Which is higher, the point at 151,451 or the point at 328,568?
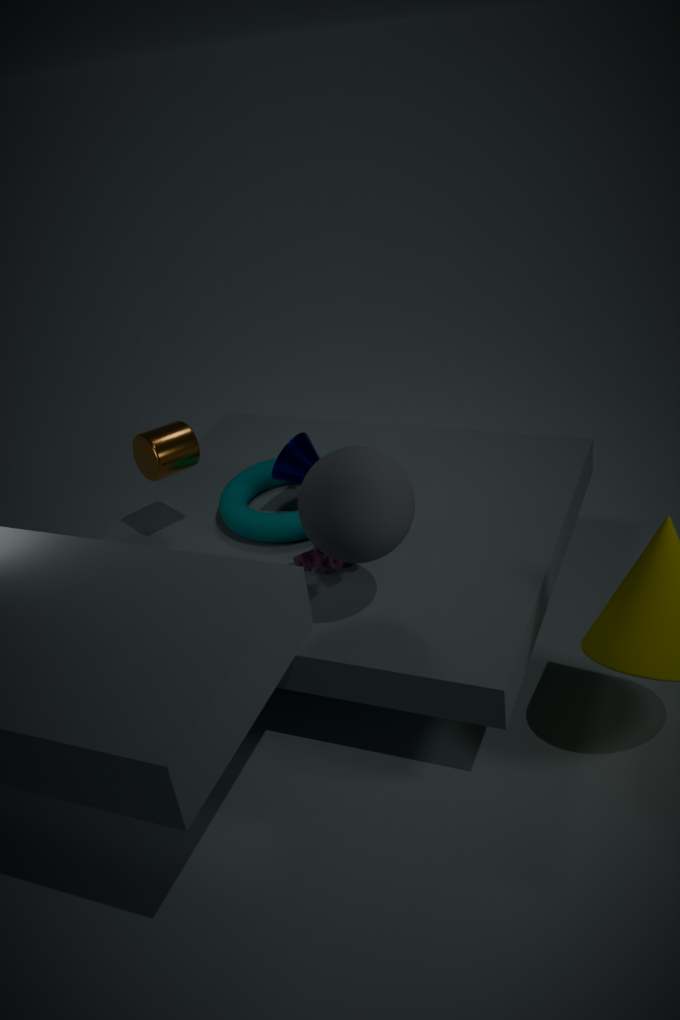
Answer: the point at 151,451
